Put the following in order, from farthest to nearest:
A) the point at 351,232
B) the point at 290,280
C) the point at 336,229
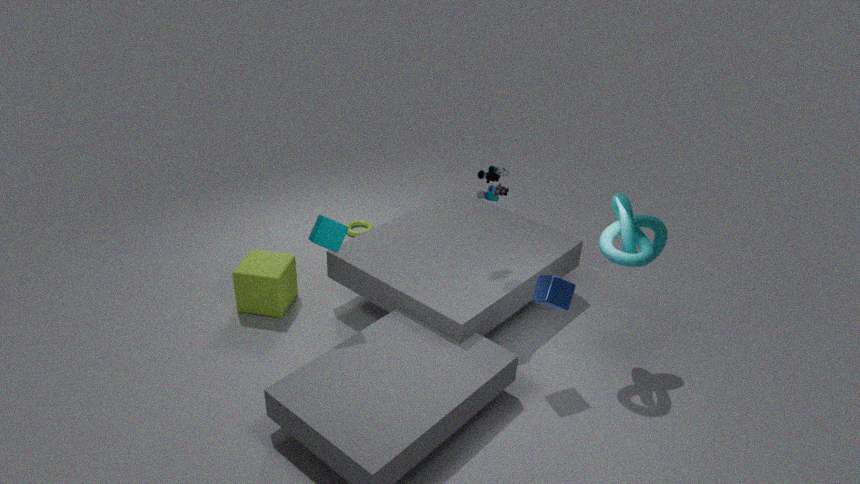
the point at 351,232, the point at 290,280, the point at 336,229
